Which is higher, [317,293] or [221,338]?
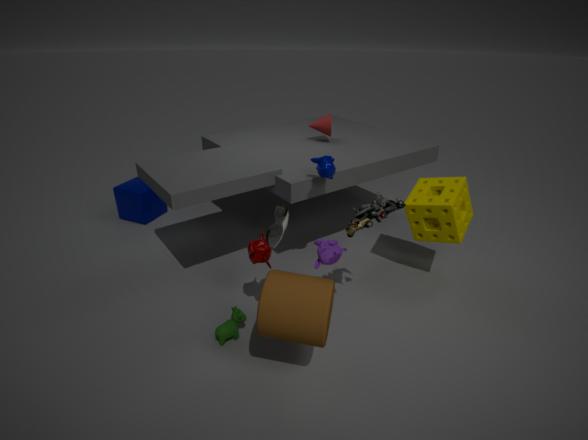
[317,293]
